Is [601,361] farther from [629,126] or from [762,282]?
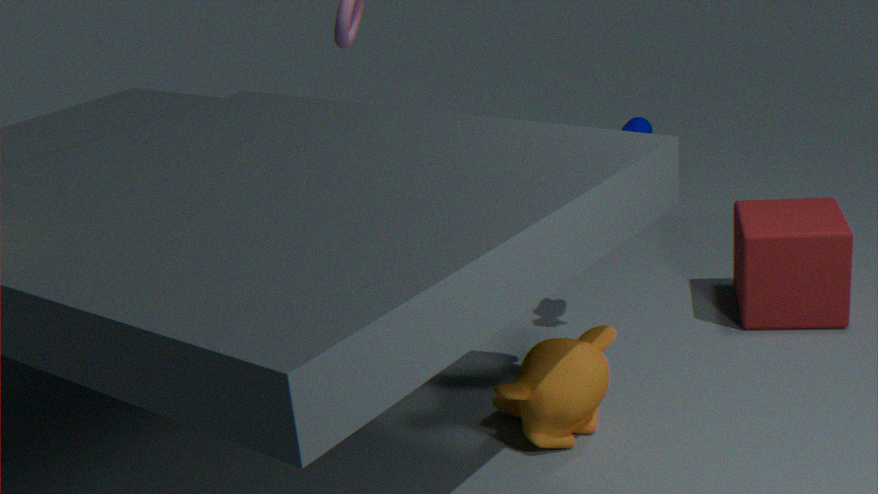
[762,282]
